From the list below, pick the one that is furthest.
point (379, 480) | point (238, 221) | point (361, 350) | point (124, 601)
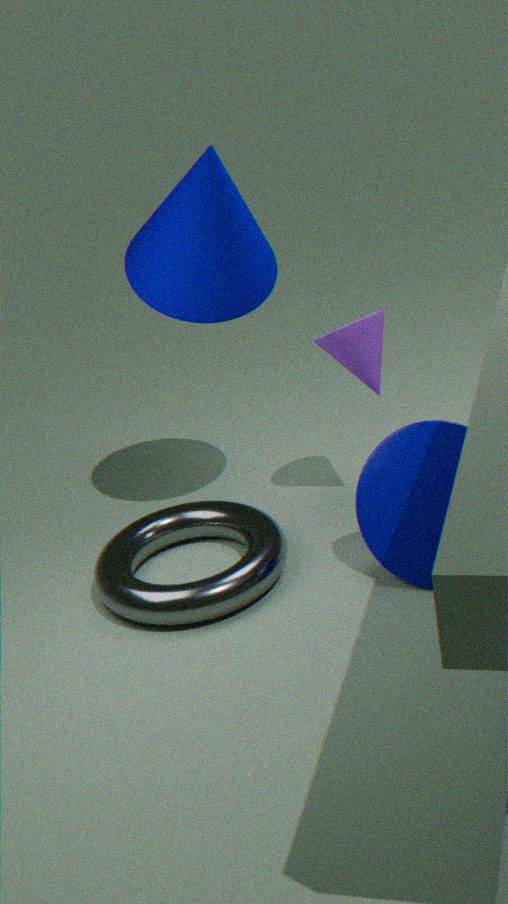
point (361, 350)
